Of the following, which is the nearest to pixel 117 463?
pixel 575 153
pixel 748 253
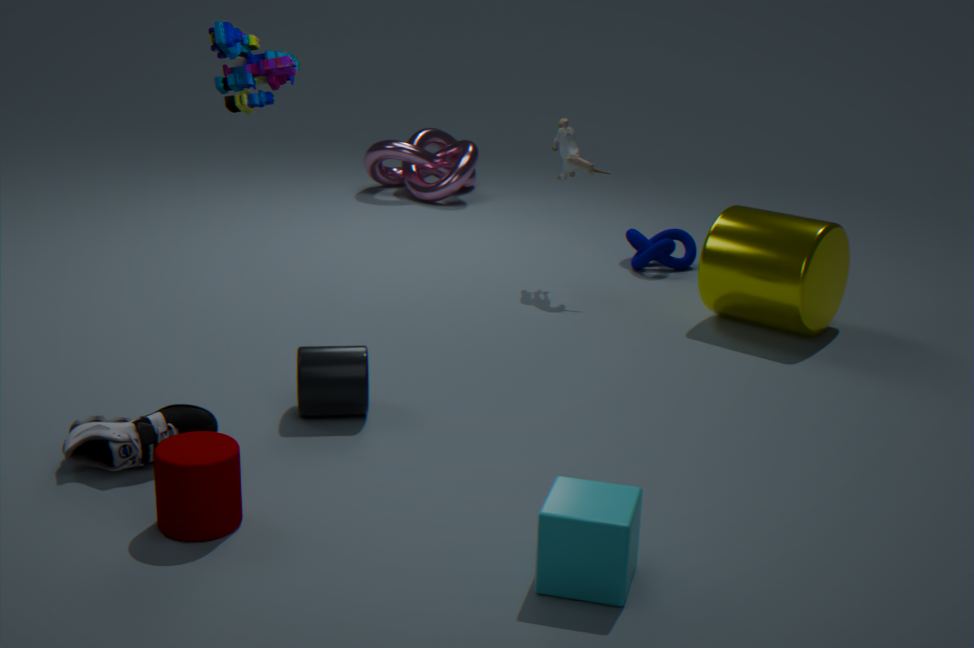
pixel 575 153
